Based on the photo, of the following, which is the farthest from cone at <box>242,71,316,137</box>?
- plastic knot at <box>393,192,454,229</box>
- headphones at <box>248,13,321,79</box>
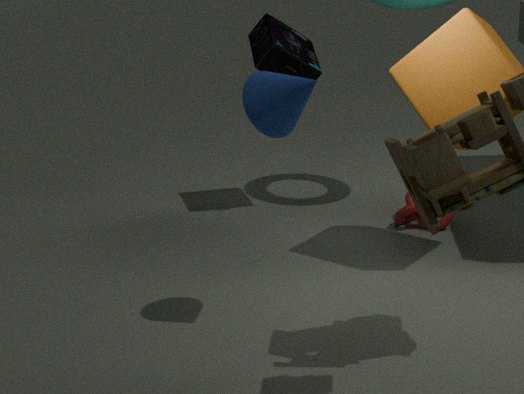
plastic knot at <box>393,192,454,229</box>
